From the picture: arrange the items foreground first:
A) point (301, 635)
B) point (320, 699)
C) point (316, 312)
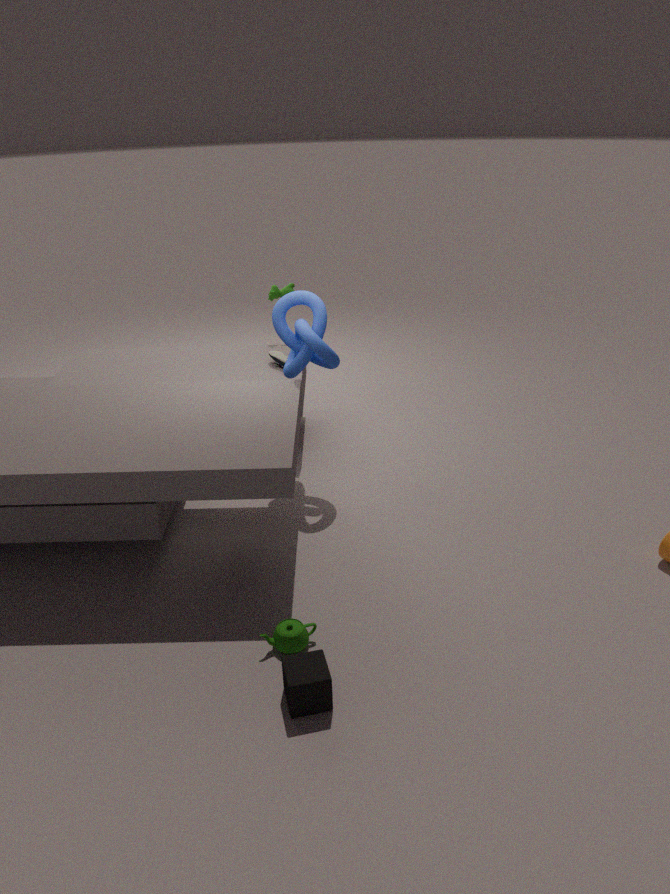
point (320, 699), point (301, 635), point (316, 312)
